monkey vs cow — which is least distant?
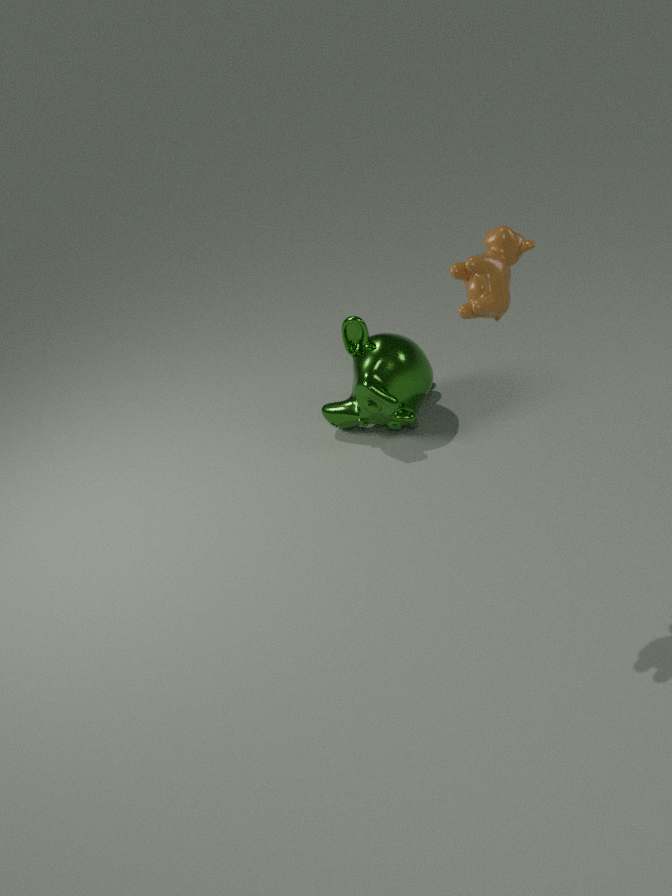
cow
